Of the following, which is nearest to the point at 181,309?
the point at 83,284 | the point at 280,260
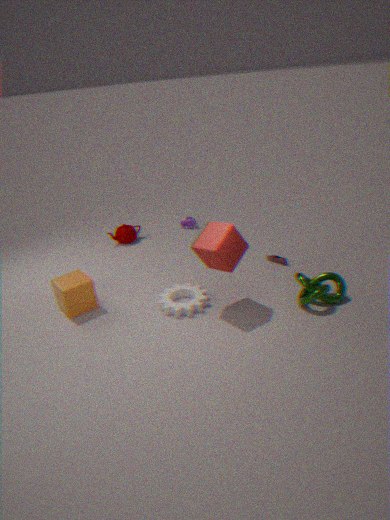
the point at 83,284
